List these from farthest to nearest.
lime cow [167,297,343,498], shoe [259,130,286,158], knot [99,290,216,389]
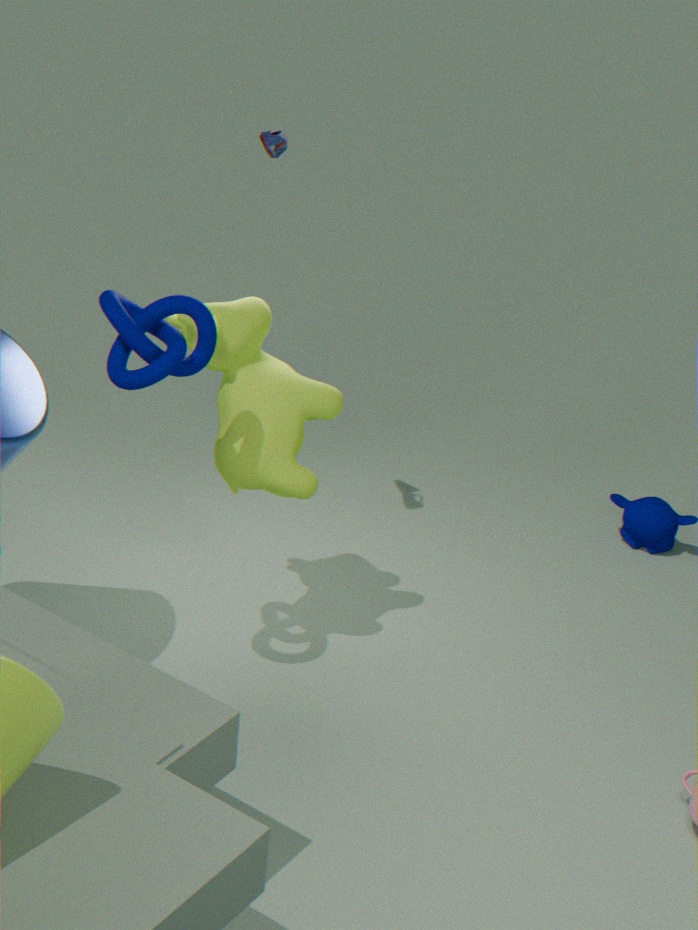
shoe [259,130,286,158] → lime cow [167,297,343,498] → knot [99,290,216,389]
